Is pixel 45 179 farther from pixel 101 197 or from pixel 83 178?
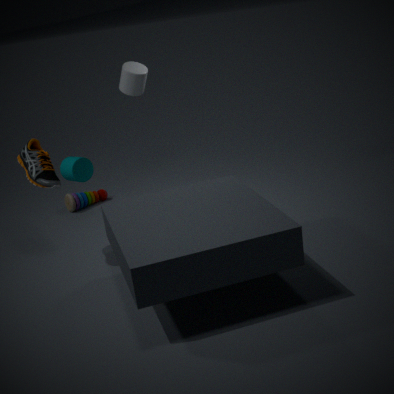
pixel 101 197
